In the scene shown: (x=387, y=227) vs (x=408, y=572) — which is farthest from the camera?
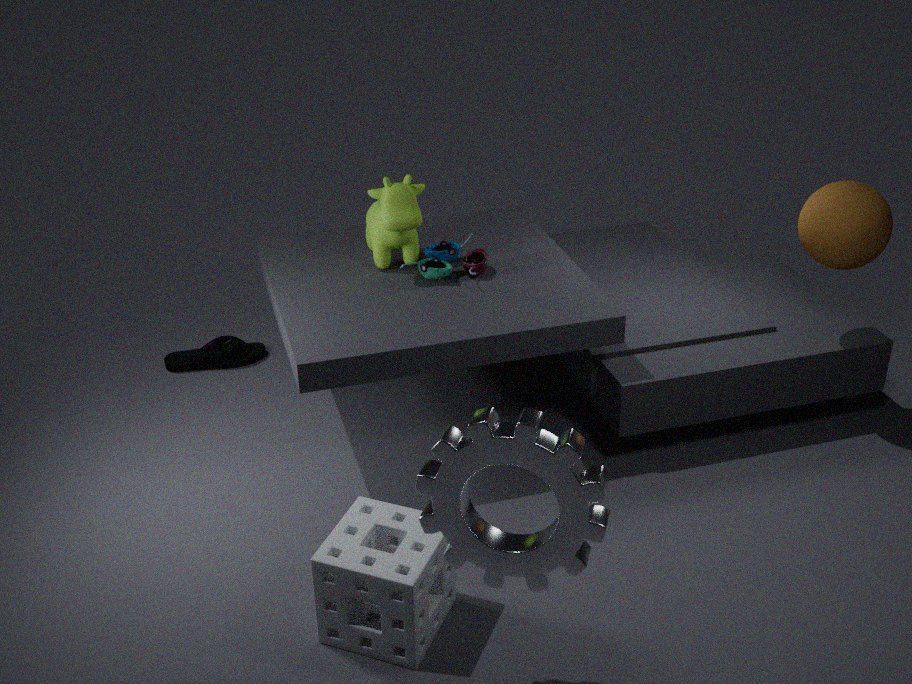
(x=387, y=227)
